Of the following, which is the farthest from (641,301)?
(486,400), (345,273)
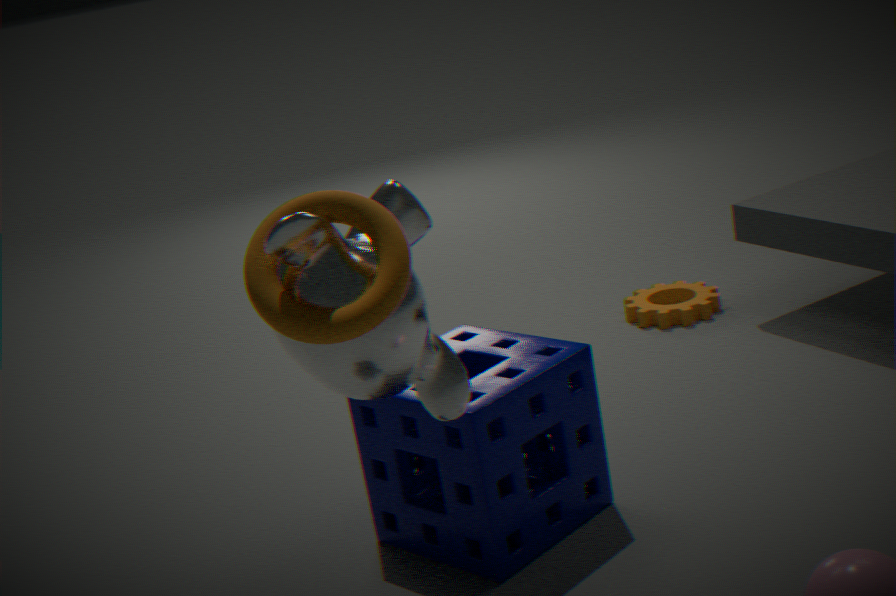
(345,273)
